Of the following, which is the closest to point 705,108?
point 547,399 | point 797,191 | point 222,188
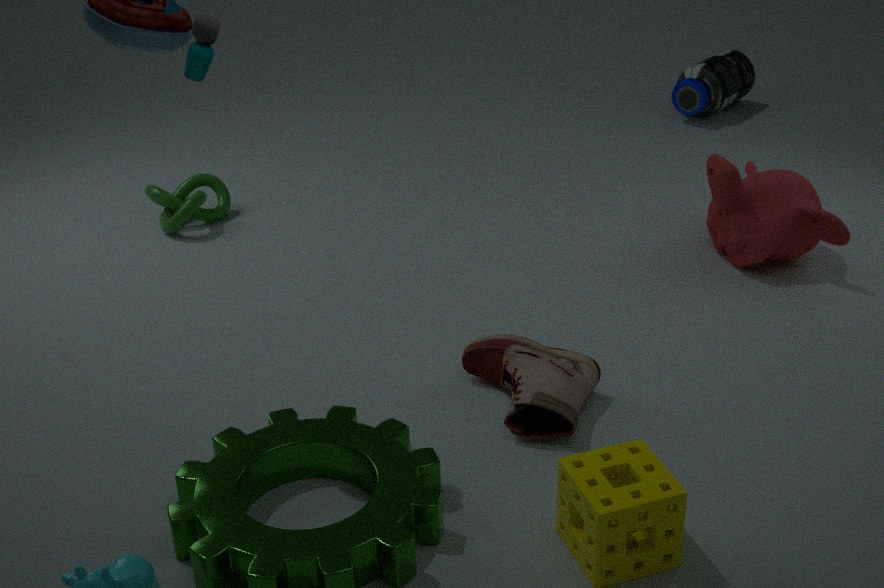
point 797,191
